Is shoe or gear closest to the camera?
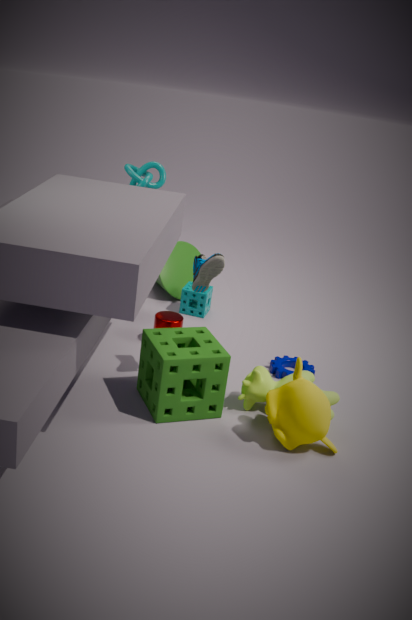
shoe
